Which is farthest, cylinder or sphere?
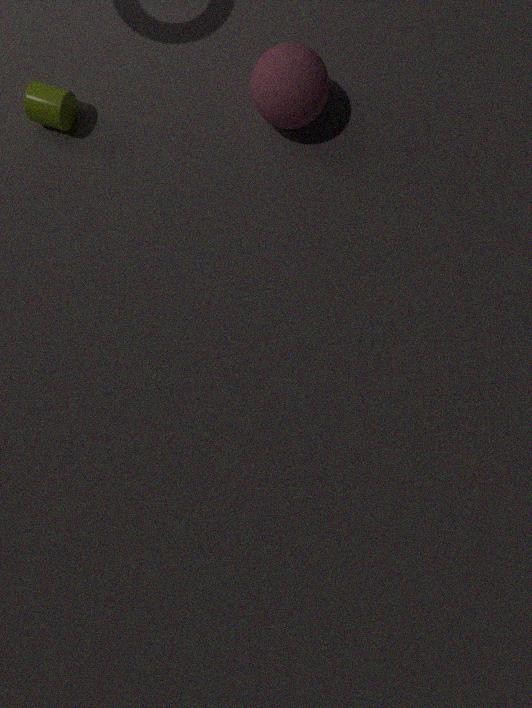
cylinder
